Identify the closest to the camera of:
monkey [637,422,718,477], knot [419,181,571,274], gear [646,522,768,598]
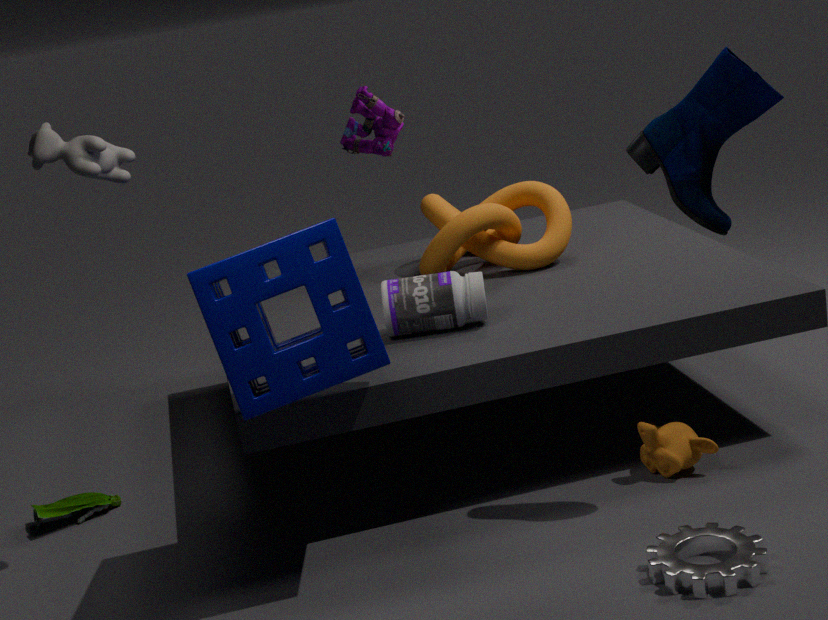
gear [646,522,768,598]
